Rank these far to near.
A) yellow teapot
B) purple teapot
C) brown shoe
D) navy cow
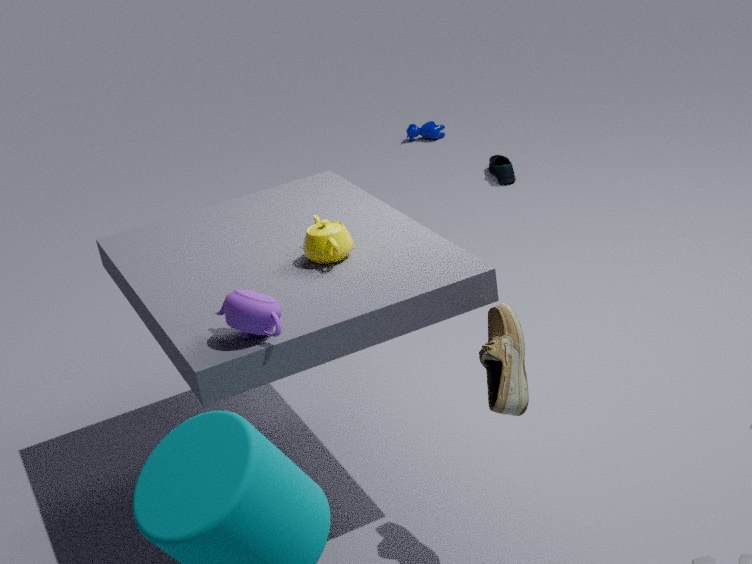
navy cow
yellow teapot
brown shoe
purple teapot
